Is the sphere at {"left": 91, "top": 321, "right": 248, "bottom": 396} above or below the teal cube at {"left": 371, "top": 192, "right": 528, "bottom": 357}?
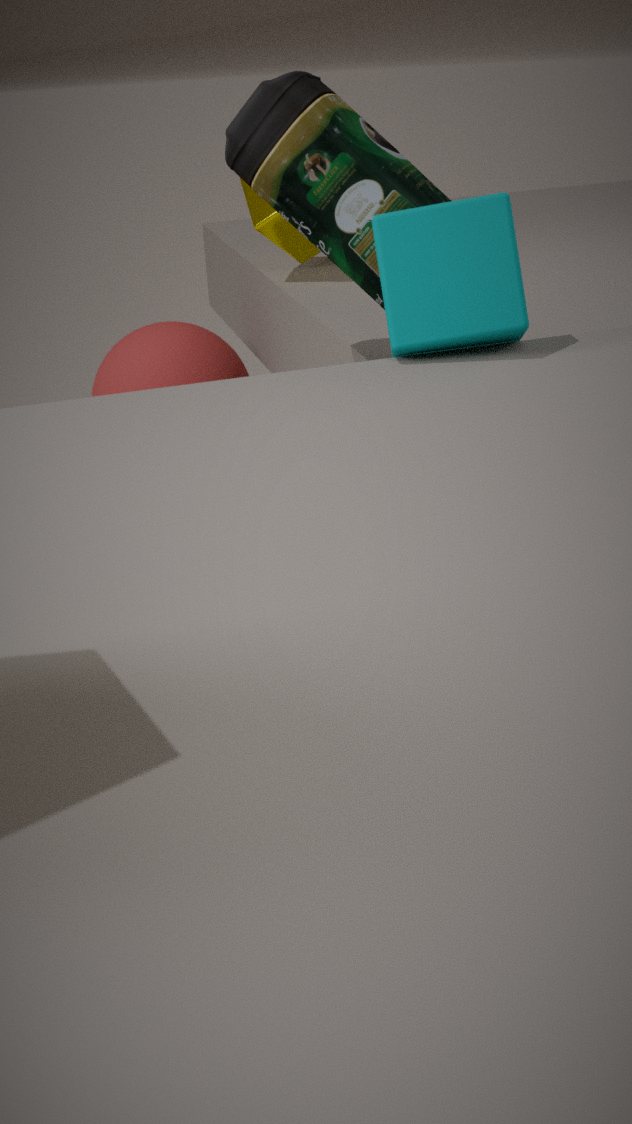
below
